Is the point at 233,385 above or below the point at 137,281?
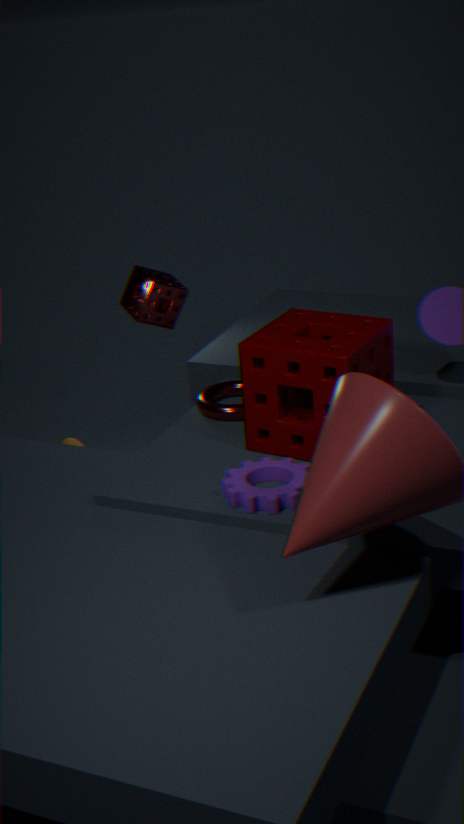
below
